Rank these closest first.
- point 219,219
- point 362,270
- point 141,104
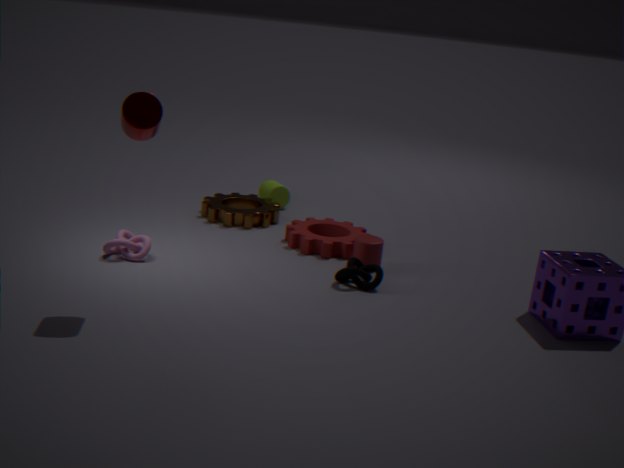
1. point 141,104
2. point 362,270
3. point 219,219
